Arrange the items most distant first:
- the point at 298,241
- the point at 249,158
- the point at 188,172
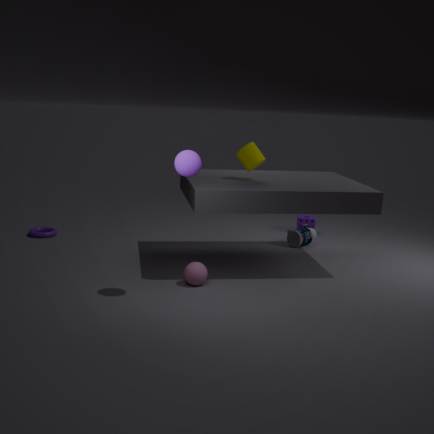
the point at 298,241, the point at 249,158, the point at 188,172
